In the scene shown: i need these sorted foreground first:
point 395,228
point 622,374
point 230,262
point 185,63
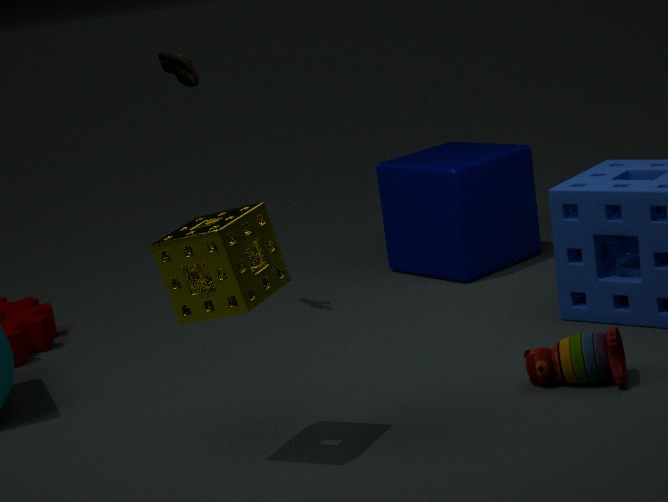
point 230,262 → point 622,374 → point 185,63 → point 395,228
